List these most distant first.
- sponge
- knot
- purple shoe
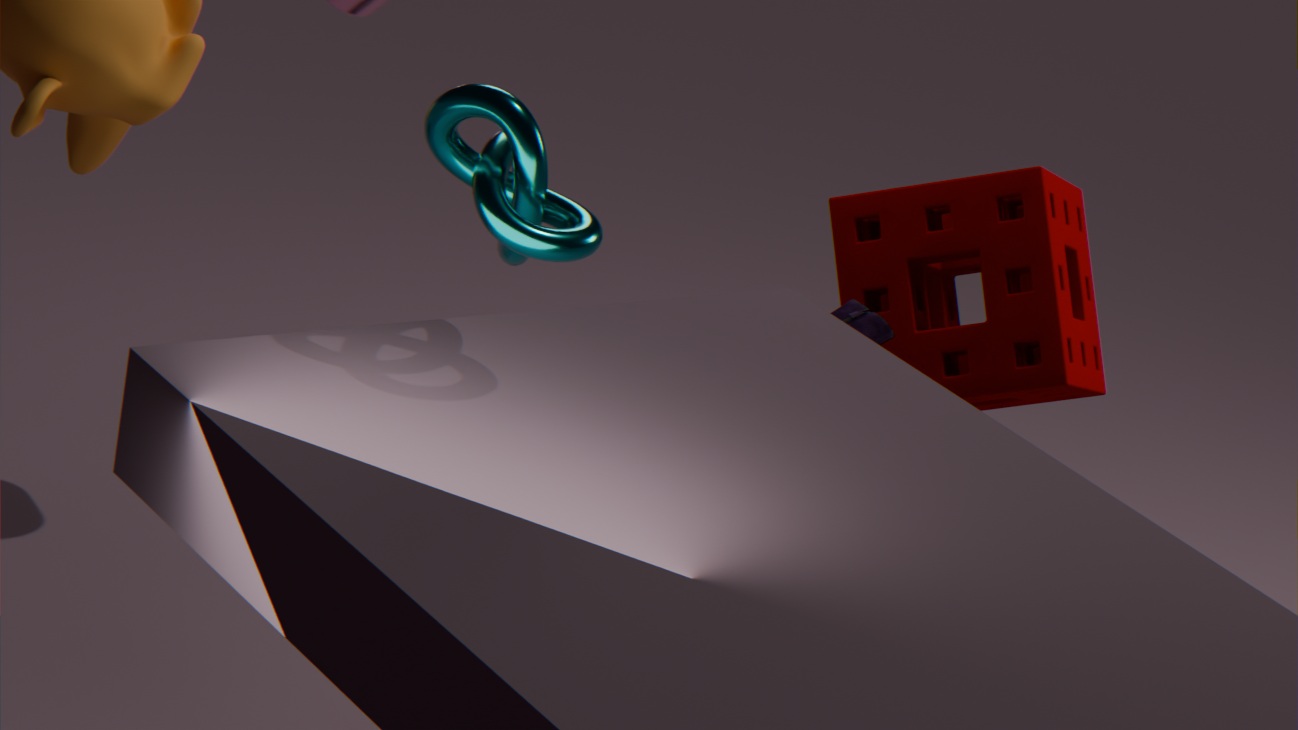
sponge, purple shoe, knot
